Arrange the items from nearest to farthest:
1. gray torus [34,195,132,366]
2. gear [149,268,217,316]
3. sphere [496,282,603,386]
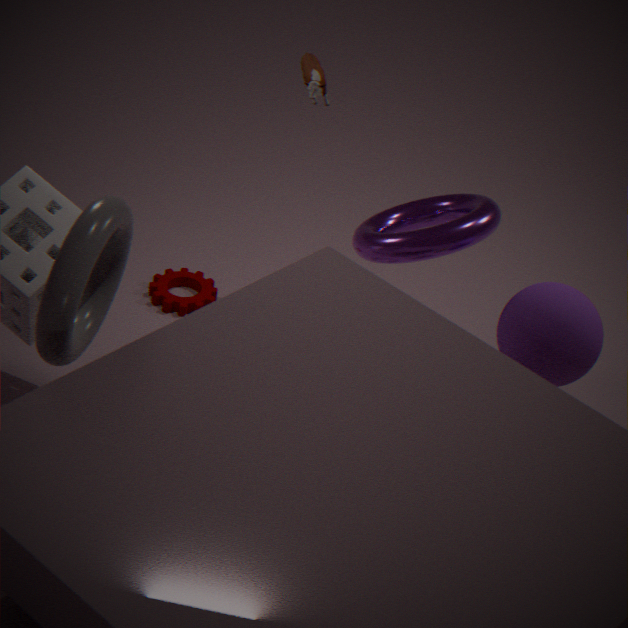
gray torus [34,195,132,366] → sphere [496,282,603,386] → gear [149,268,217,316]
